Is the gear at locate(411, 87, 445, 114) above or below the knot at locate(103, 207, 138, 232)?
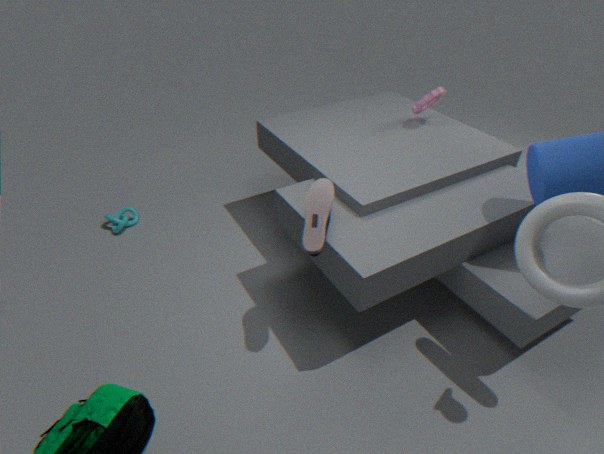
above
